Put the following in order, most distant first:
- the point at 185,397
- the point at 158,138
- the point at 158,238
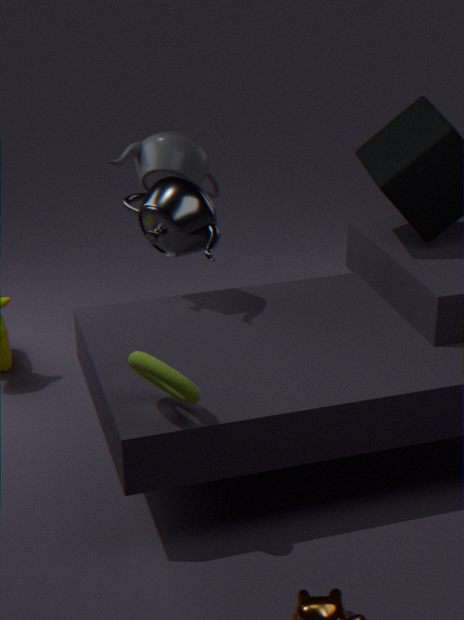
1. the point at 158,138
2. the point at 158,238
3. the point at 185,397
